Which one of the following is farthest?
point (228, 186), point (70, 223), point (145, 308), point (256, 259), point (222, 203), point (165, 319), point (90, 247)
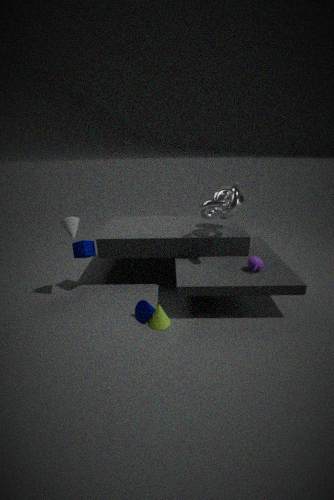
point (228, 186)
